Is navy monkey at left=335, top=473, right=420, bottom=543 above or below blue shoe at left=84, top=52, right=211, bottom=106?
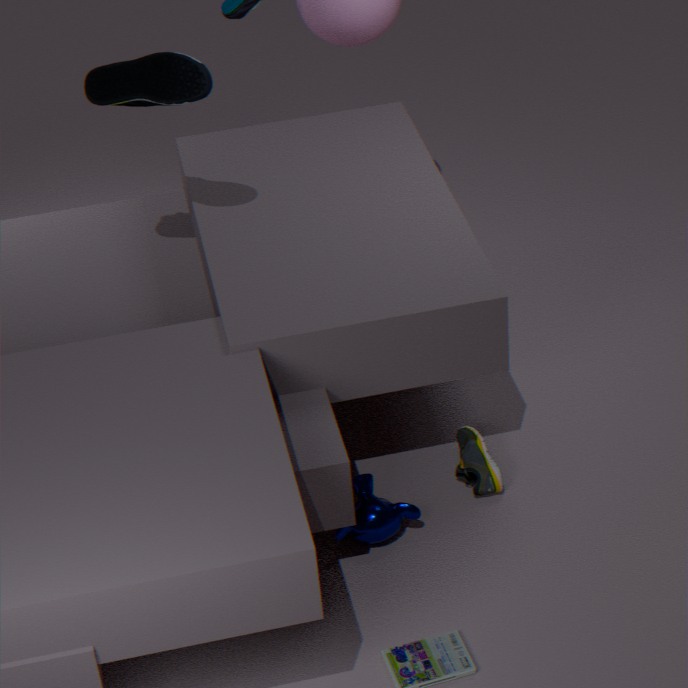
below
